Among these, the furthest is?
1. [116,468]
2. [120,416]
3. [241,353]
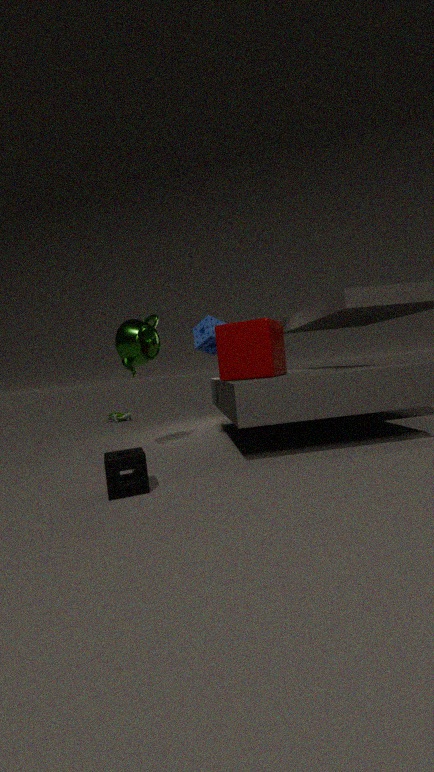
[120,416]
